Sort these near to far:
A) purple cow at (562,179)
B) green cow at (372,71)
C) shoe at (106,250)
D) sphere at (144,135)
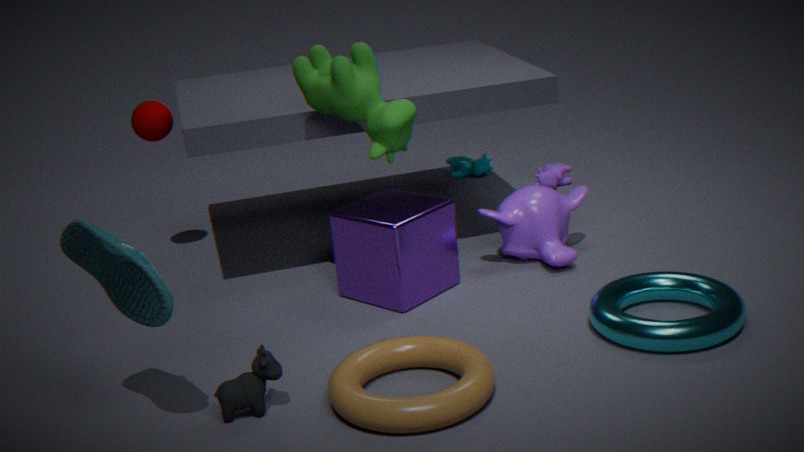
shoe at (106,250) < green cow at (372,71) < sphere at (144,135) < purple cow at (562,179)
